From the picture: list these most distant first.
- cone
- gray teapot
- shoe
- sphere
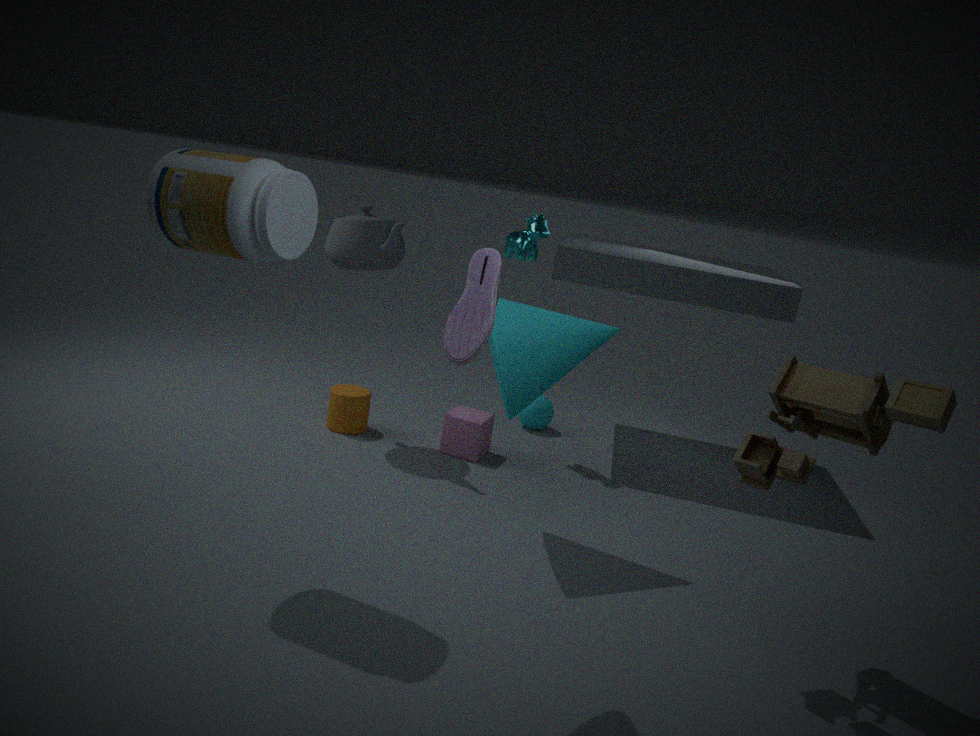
1. sphere
2. gray teapot
3. cone
4. shoe
